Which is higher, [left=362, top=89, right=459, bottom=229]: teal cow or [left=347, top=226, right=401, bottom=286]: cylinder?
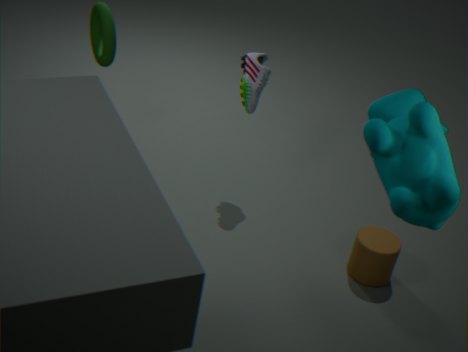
[left=362, top=89, right=459, bottom=229]: teal cow
